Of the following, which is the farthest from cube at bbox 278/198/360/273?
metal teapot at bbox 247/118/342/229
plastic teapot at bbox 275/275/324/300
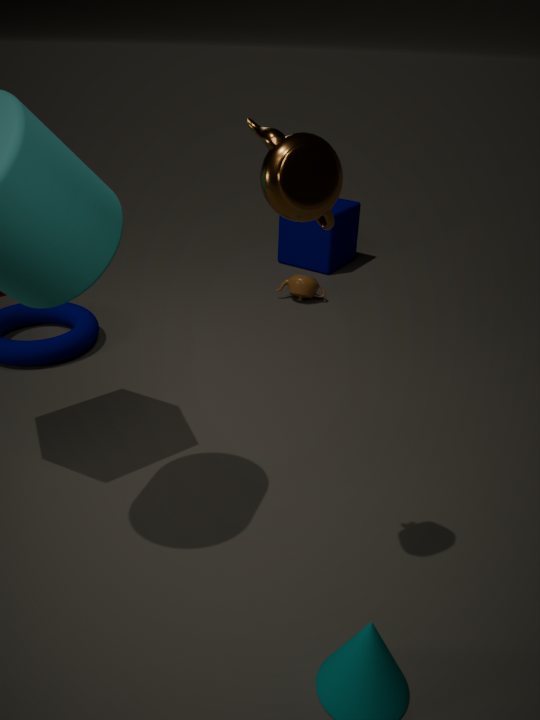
metal teapot at bbox 247/118/342/229
